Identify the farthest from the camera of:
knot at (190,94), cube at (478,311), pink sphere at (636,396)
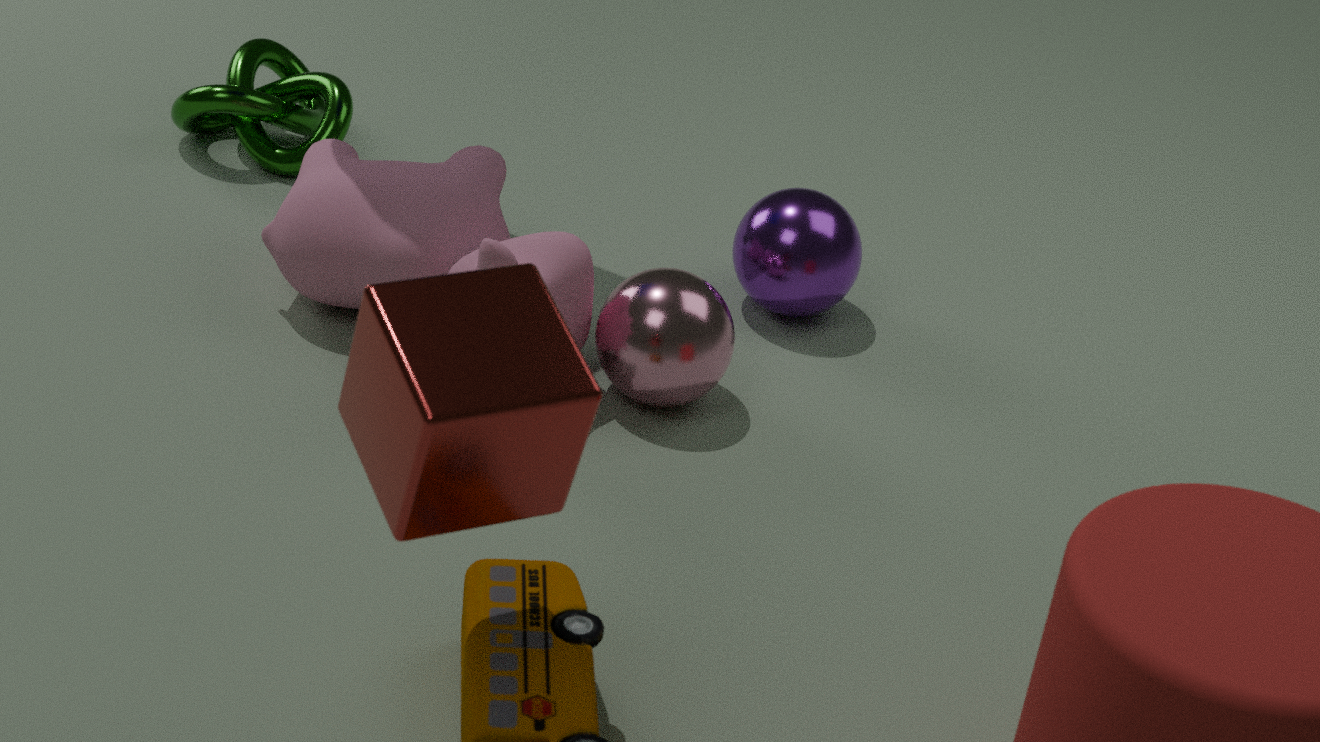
knot at (190,94)
